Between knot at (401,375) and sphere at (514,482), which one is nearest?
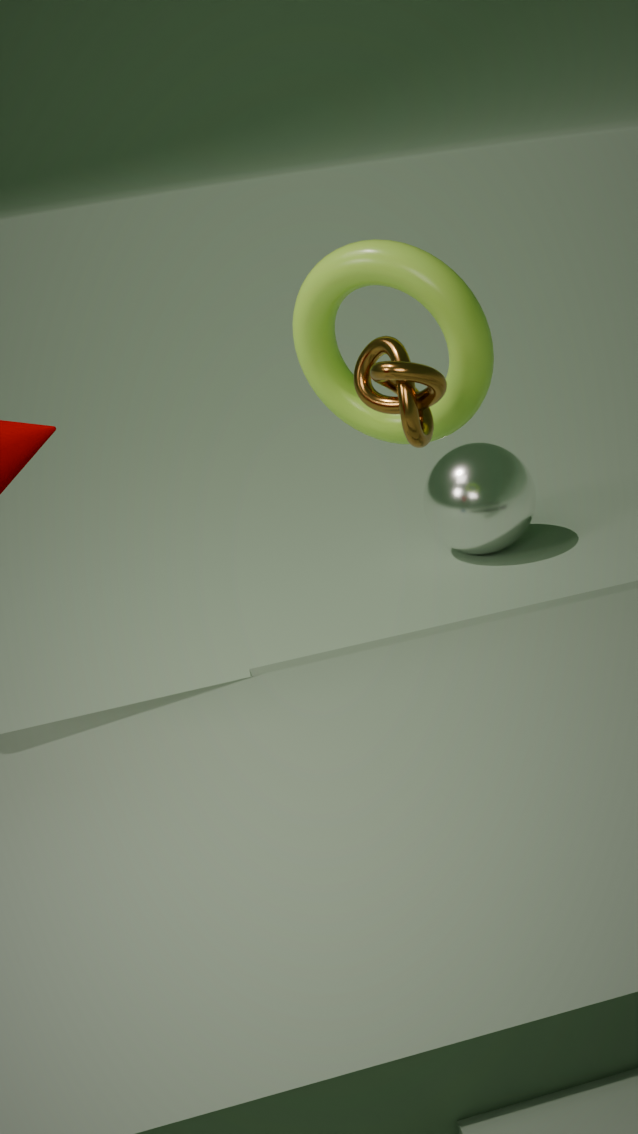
knot at (401,375)
